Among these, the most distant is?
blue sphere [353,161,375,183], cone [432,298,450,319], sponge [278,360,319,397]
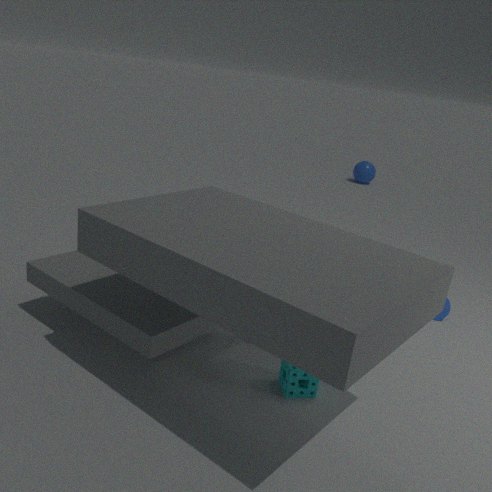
blue sphere [353,161,375,183]
